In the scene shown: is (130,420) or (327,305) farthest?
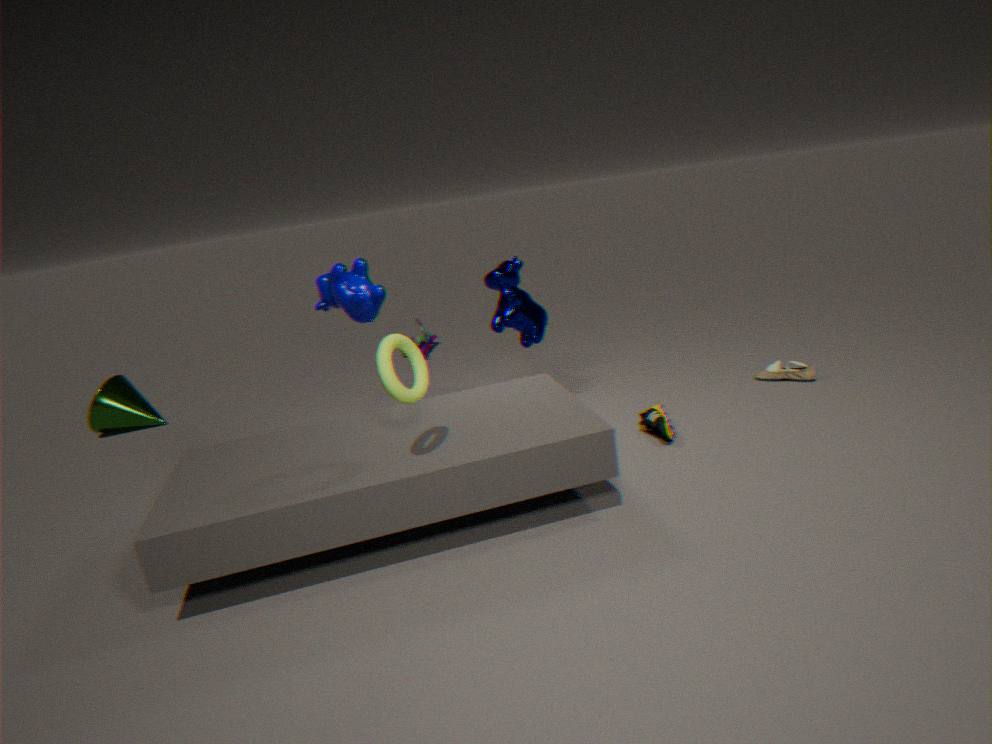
(130,420)
